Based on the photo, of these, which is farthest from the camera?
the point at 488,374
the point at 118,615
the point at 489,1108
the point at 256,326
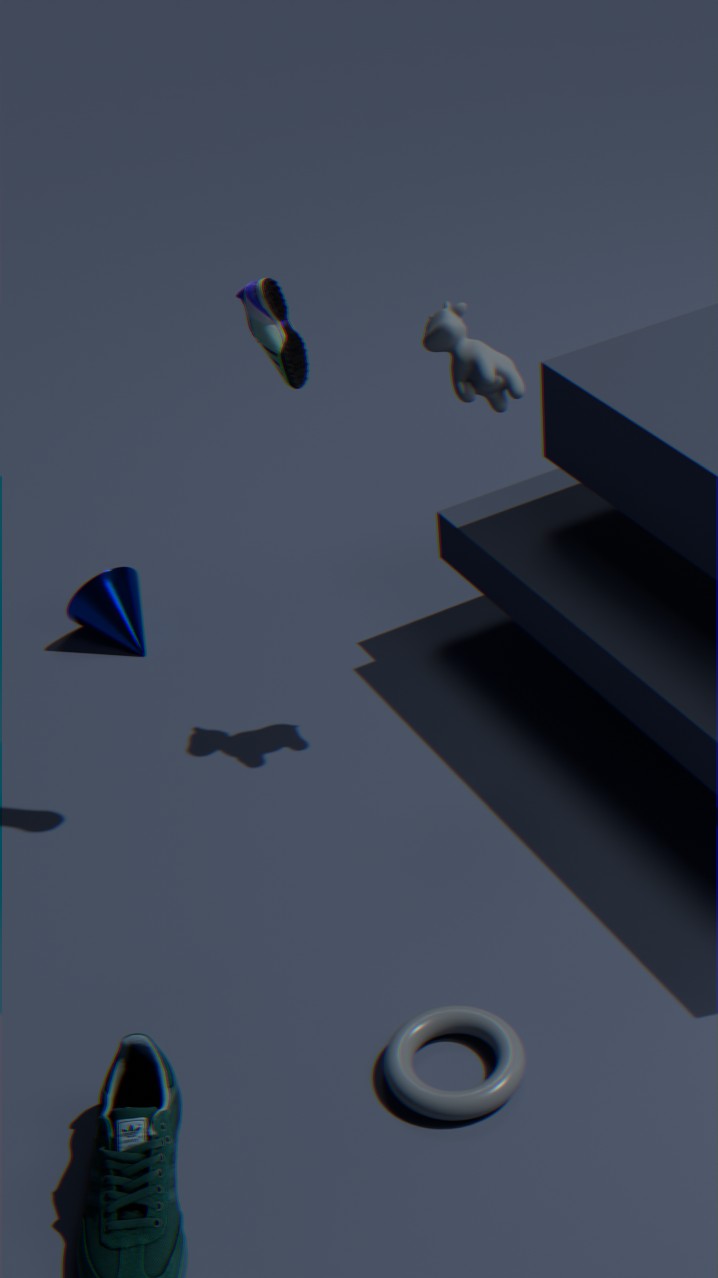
the point at 118,615
